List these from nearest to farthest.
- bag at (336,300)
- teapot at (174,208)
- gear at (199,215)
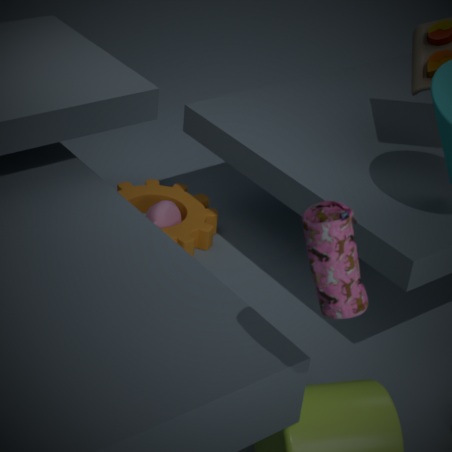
bag at (336,300), gear at (199,215), teapot at (174,208)
